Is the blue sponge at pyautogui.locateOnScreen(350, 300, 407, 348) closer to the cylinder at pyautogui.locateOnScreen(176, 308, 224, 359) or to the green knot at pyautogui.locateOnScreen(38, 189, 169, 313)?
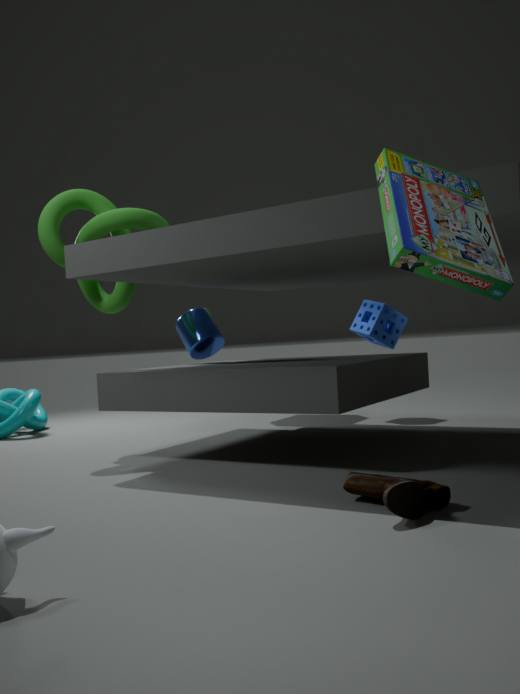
the cylinder at pyautogui.locateOnScreen(176, 308, 224, 359)
